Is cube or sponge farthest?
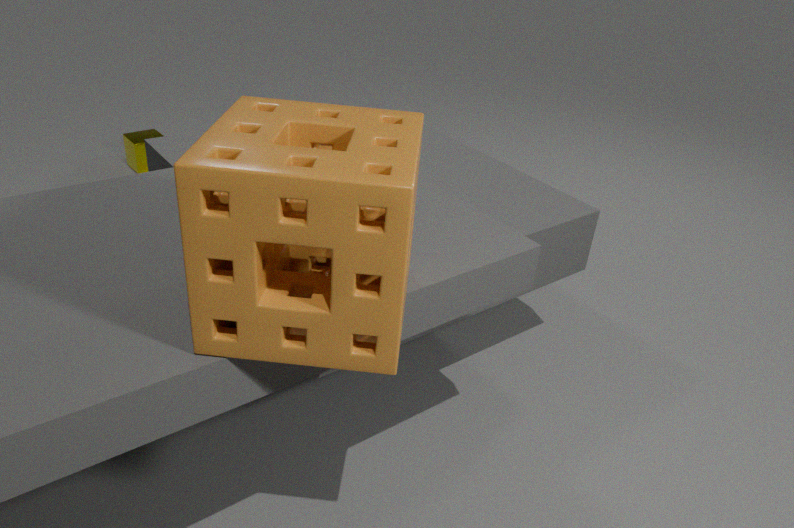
cube
